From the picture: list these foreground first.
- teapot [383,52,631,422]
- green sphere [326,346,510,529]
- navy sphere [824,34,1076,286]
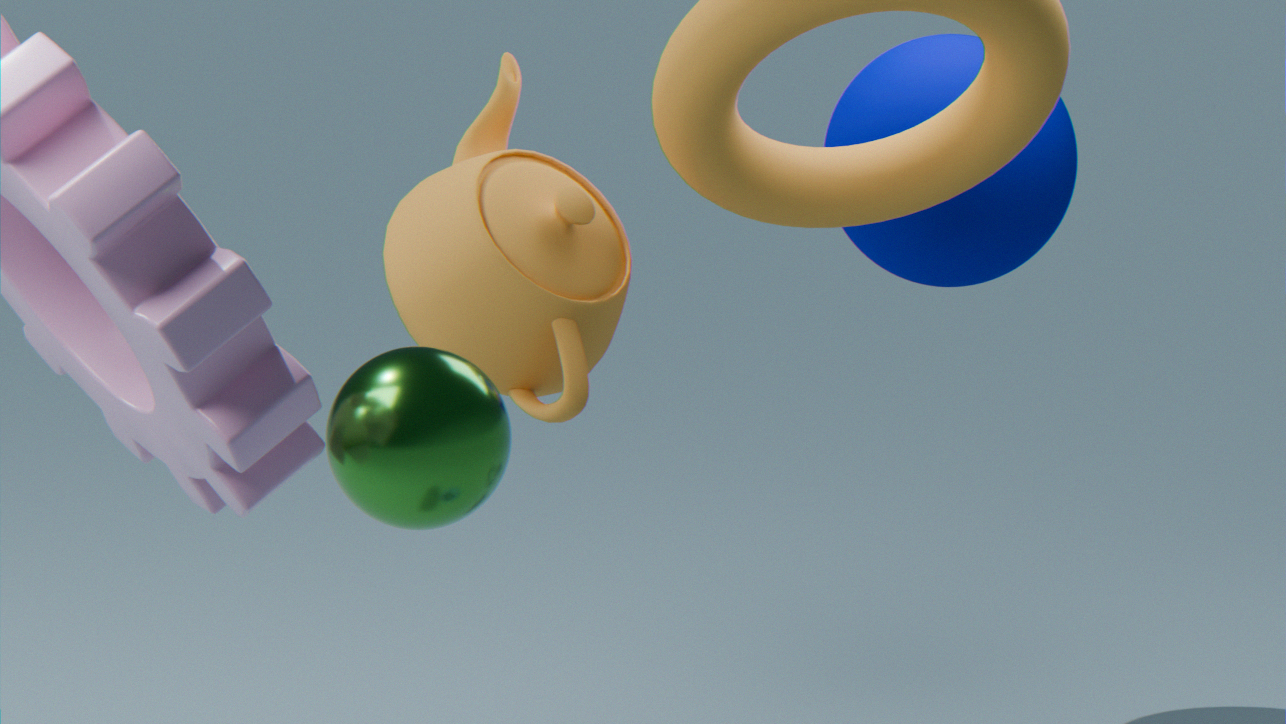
green sphere [326,346,510,529]
teapot [383,52,631,422]
navy sphere [824,34,1076,286]
